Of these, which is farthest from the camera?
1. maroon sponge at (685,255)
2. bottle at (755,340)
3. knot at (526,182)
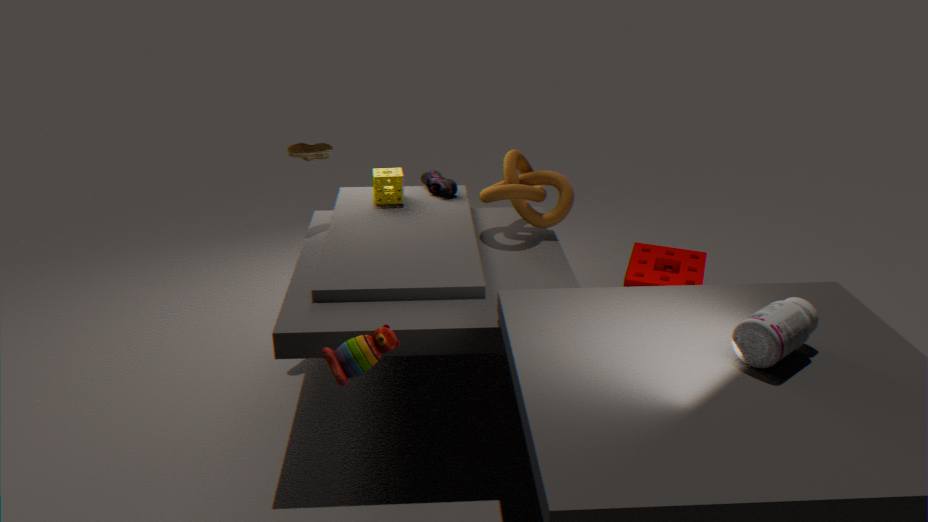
knot at (526,182)
